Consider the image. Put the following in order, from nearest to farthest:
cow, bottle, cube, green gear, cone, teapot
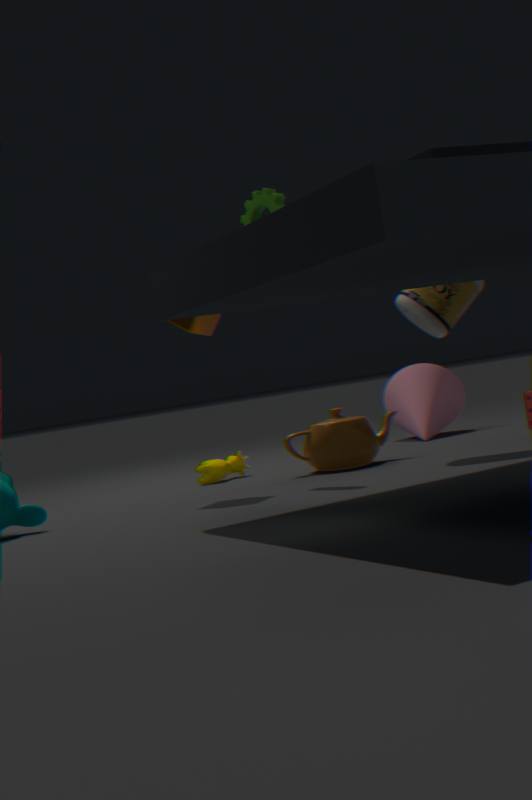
1. cube
2. bottle
3. green gear
4. teapot
5. cow
6. cone
